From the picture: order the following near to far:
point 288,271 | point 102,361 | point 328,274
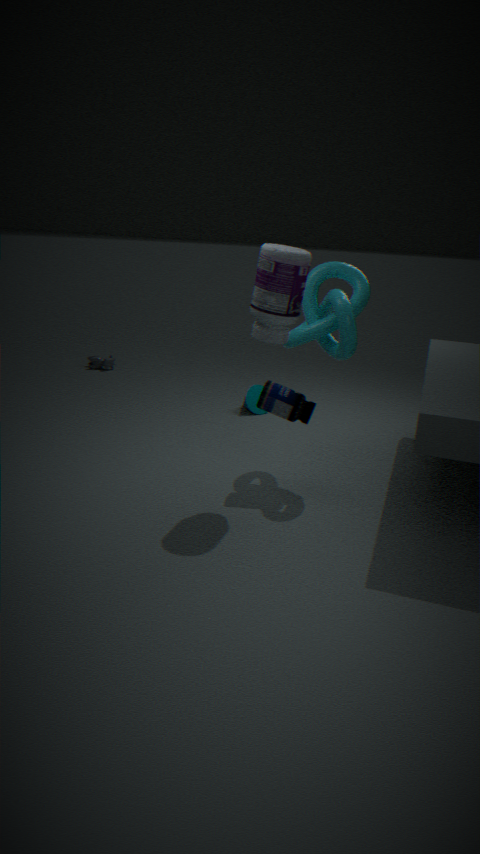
point 288,271, point 328,274, point 102,361
